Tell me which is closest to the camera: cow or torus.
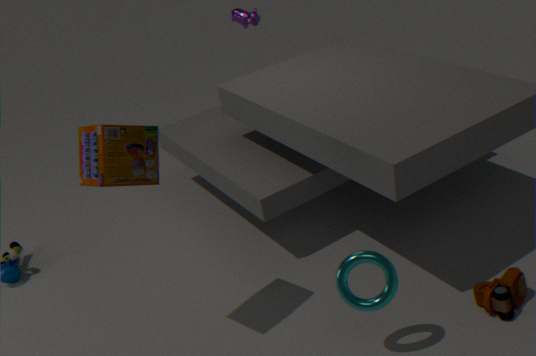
torus
